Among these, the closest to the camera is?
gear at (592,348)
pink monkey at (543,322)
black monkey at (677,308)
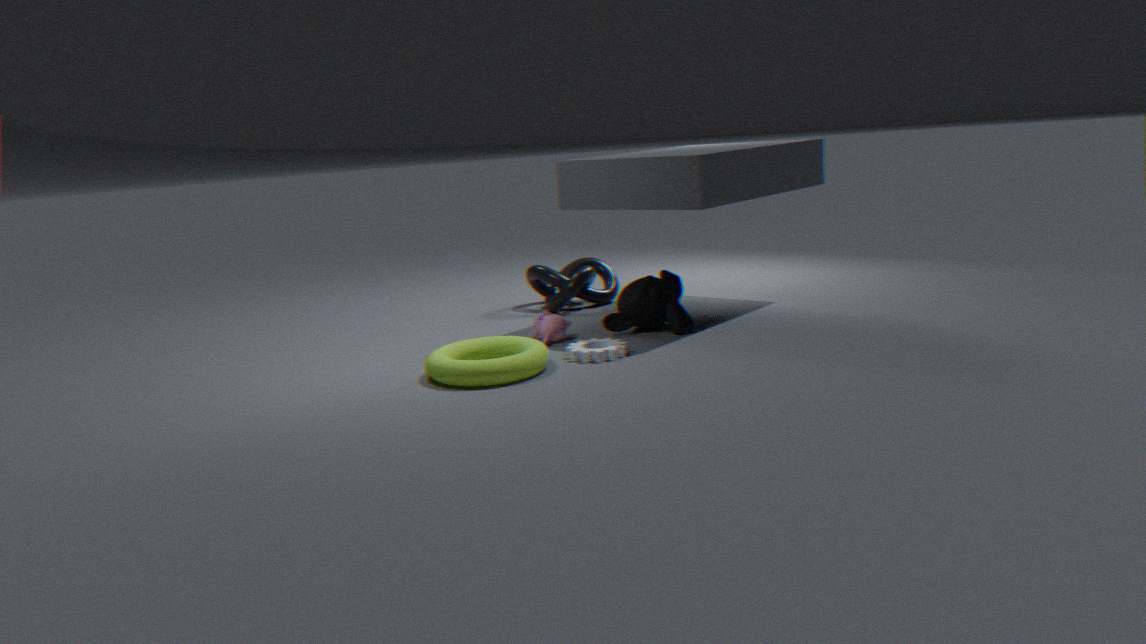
gear at (592,348)
